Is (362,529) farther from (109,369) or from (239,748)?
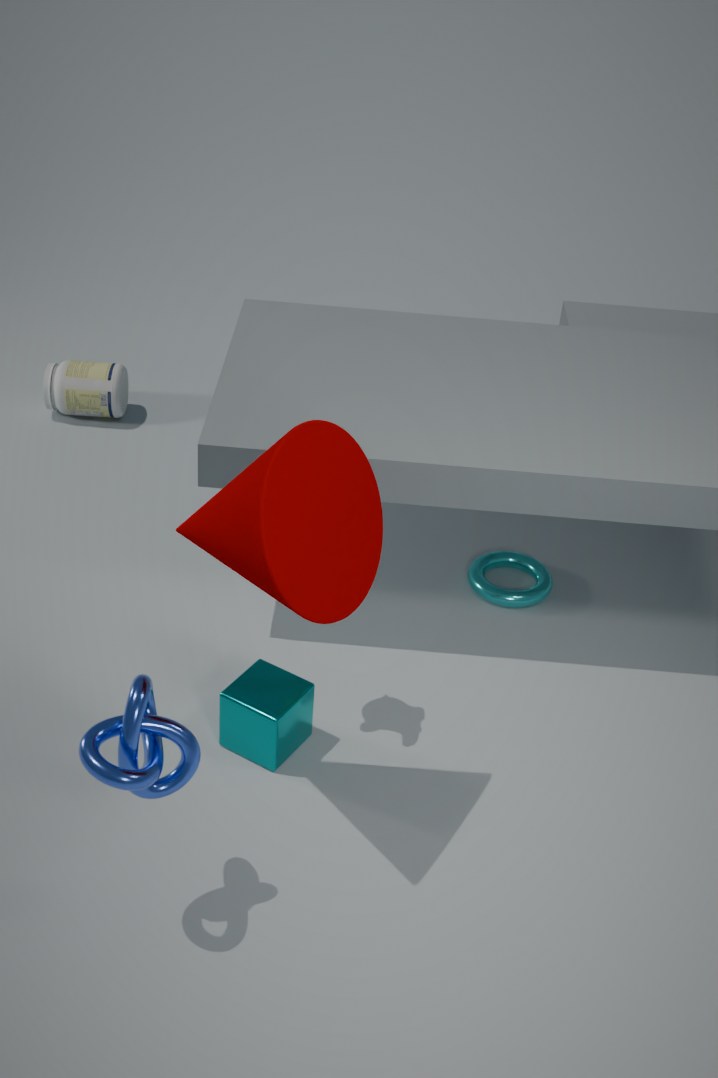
(109,369)
